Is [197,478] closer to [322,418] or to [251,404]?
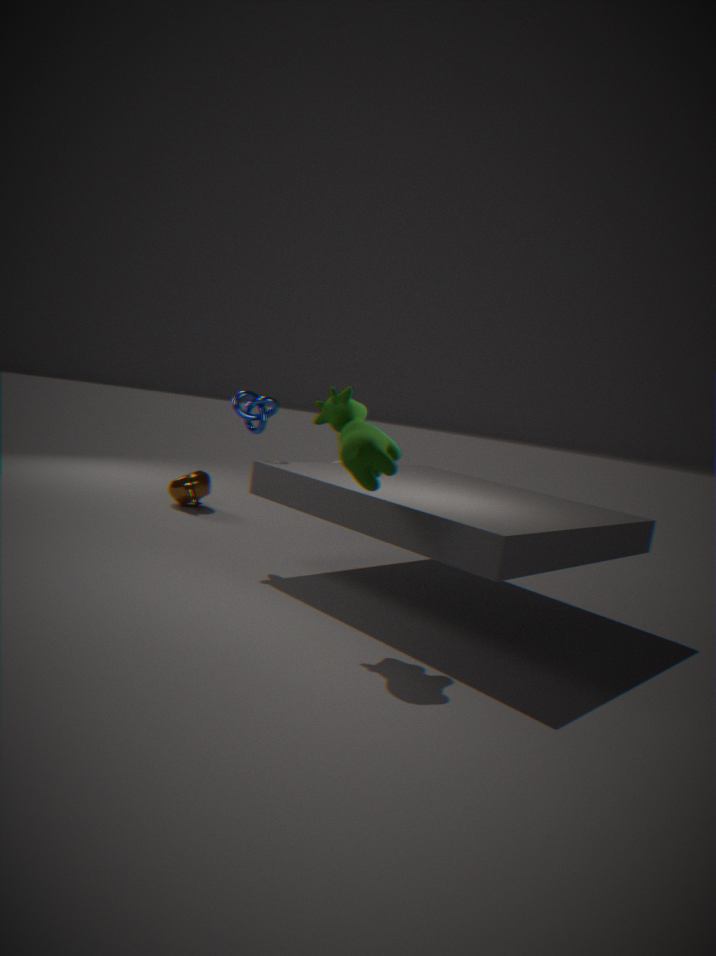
[251,404]
